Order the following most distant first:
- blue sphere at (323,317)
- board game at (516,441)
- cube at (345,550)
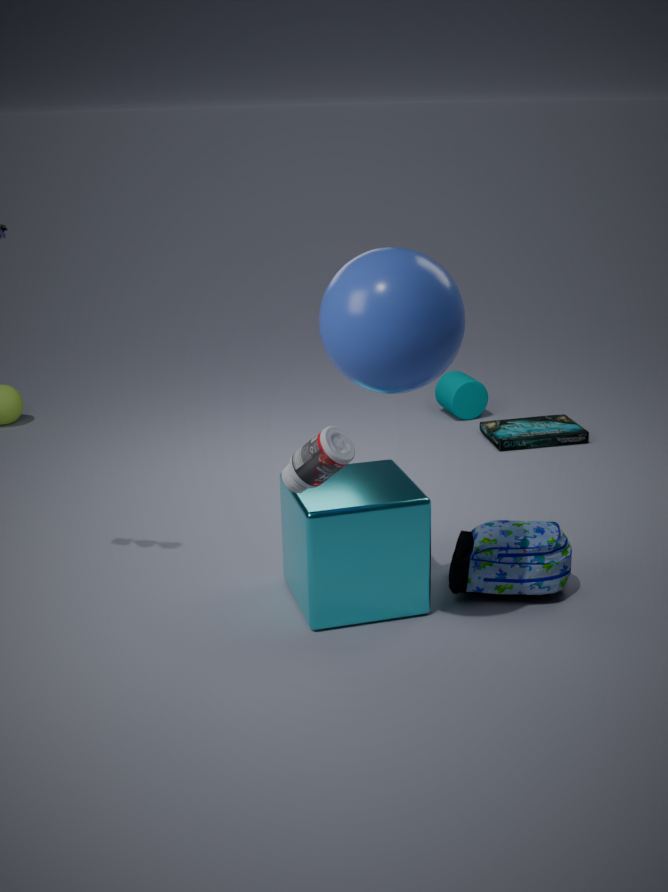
board game at (516,441) → cube at (345,550) → blue sphere at (323,317)
